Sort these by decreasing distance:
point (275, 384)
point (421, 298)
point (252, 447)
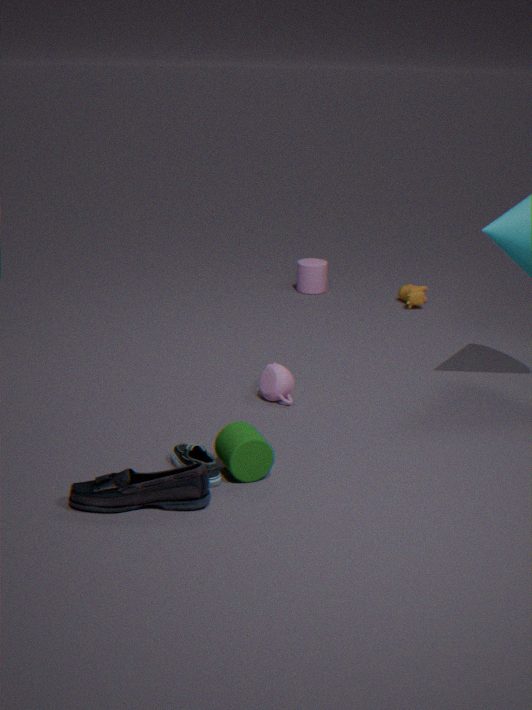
point (421, 298)
point (275, 384)
point (252, 447)
